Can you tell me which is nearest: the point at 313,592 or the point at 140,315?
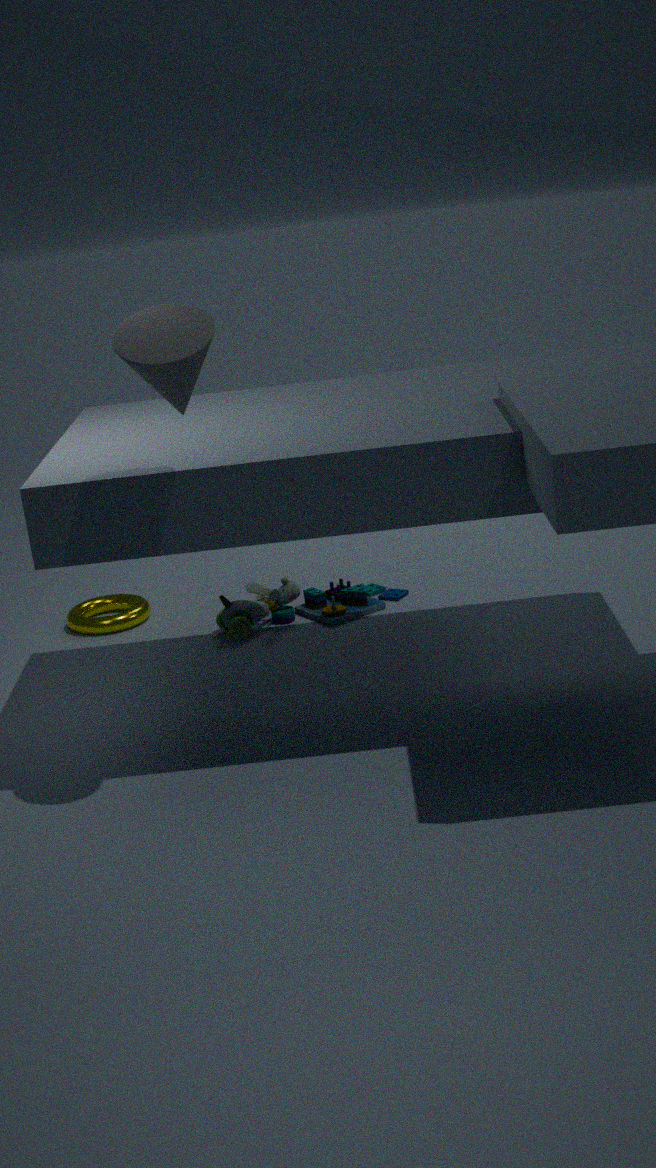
the point at 140,315
